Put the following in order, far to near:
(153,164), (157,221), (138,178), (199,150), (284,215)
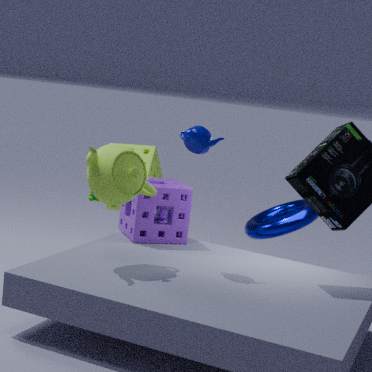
(153,164) < (284,215) < (157,221) < (199,150) < (138,178)
